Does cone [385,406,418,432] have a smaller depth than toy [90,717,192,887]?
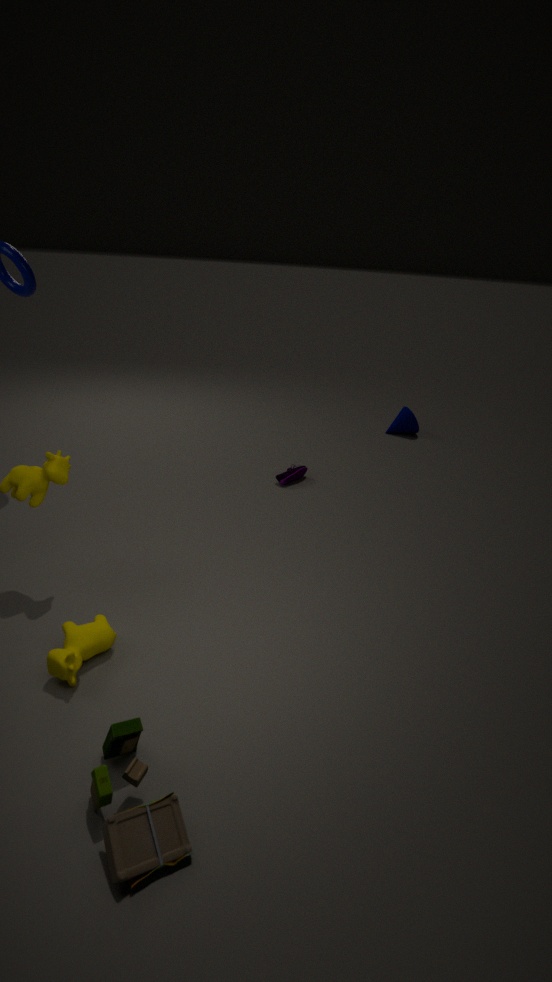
No
